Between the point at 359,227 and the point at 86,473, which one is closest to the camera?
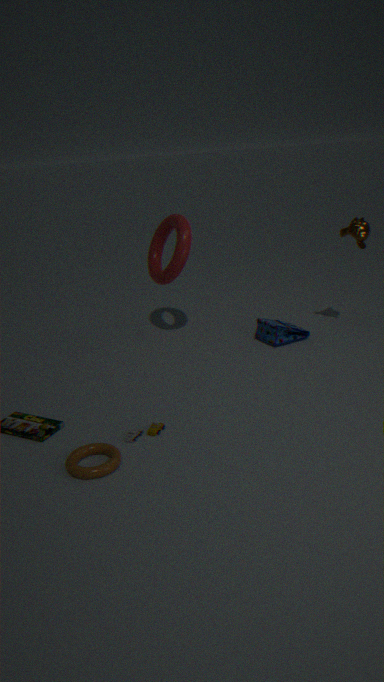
the point at 86,473
